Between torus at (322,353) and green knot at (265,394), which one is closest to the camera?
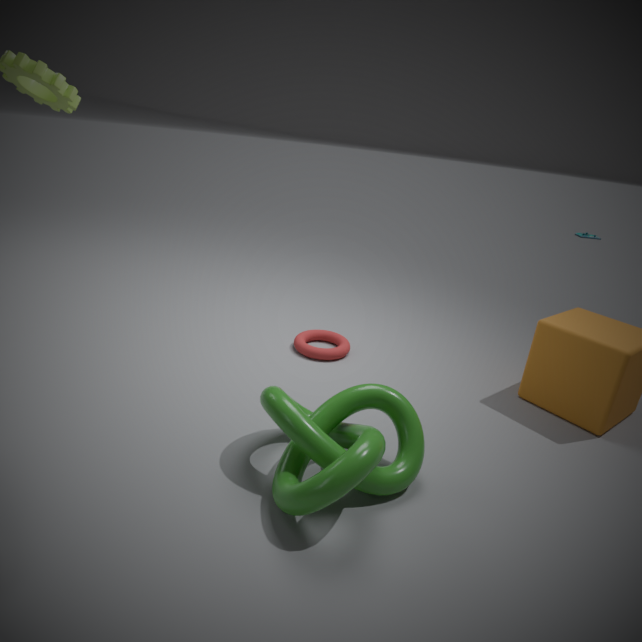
green knot at (265,394)
